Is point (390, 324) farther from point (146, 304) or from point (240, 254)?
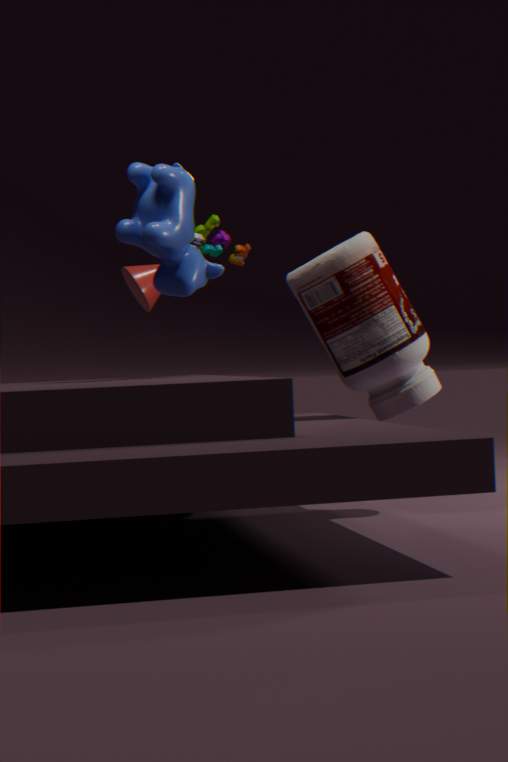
point (146, 304)
